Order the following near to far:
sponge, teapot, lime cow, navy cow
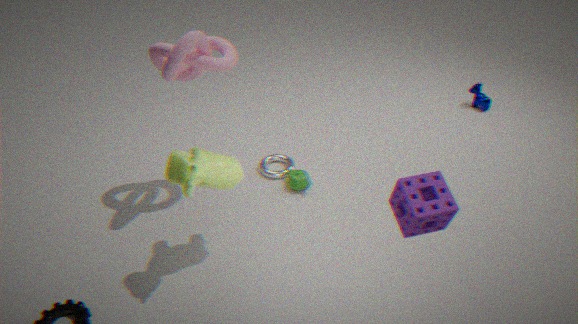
sponge, lime cow, teapot, navy cow
